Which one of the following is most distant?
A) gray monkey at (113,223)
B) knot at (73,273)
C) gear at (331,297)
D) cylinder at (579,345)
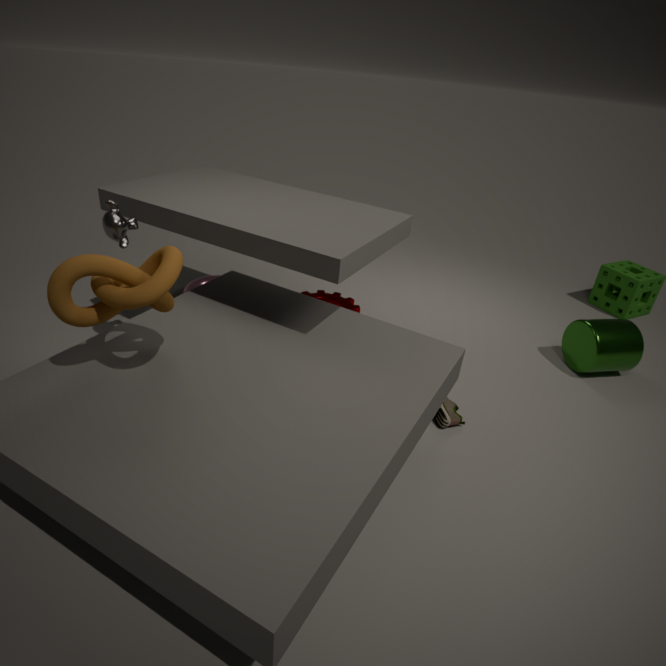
C. gear at (331,297)
